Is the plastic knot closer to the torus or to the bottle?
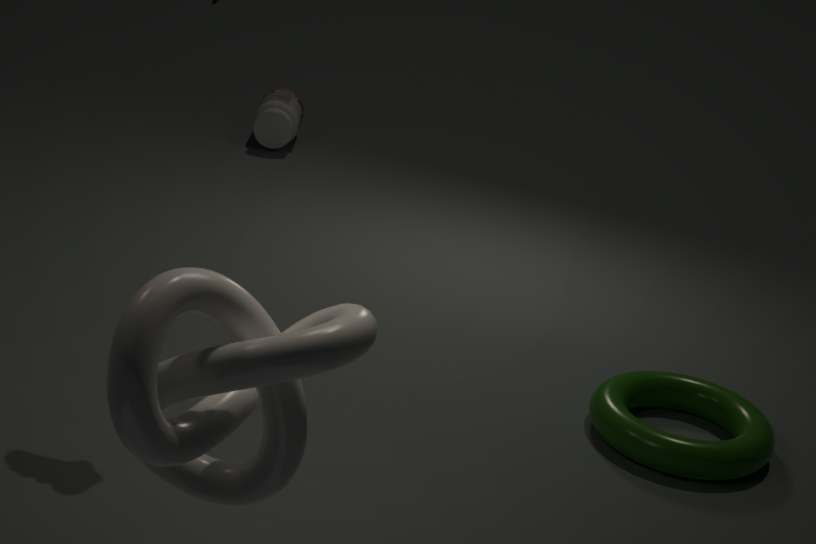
the torus
